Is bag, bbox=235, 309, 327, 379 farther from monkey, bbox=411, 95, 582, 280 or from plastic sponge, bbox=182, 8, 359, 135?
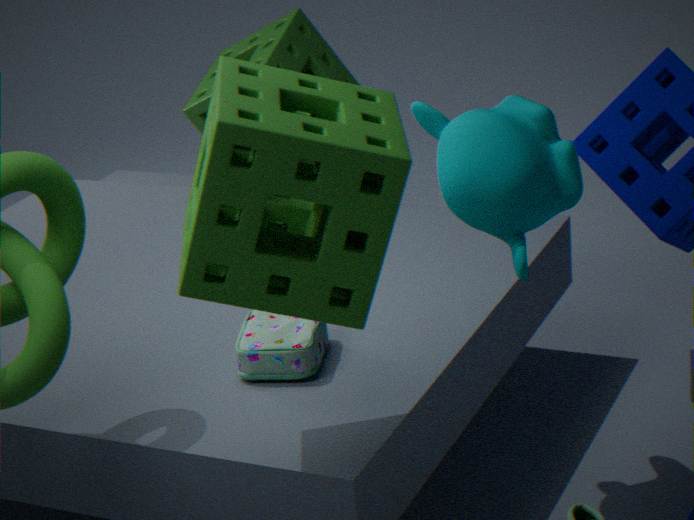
plastic sponge, bbox=182, 8, 359, 135
